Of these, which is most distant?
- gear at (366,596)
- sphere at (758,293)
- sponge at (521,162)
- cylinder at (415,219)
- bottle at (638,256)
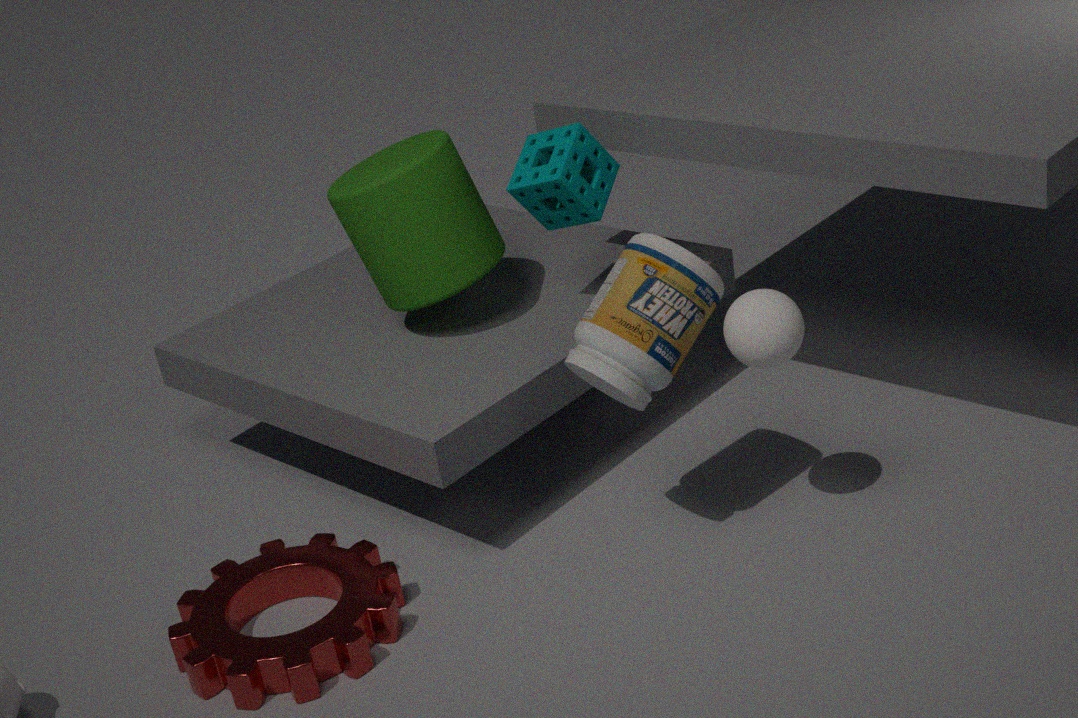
cylinder at (415,219)
